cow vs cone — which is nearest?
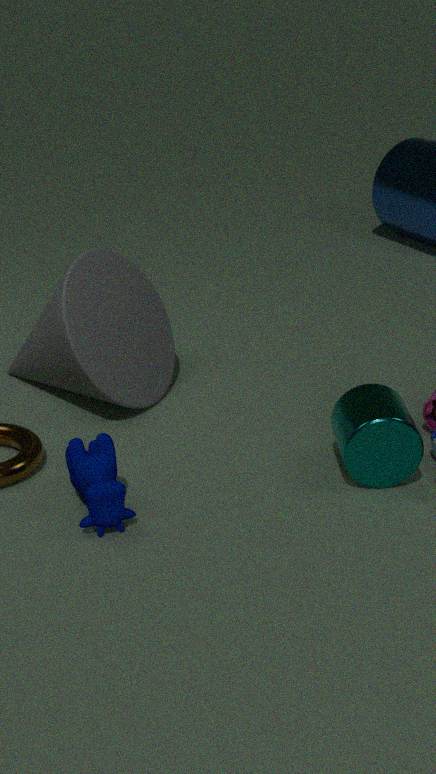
cow
